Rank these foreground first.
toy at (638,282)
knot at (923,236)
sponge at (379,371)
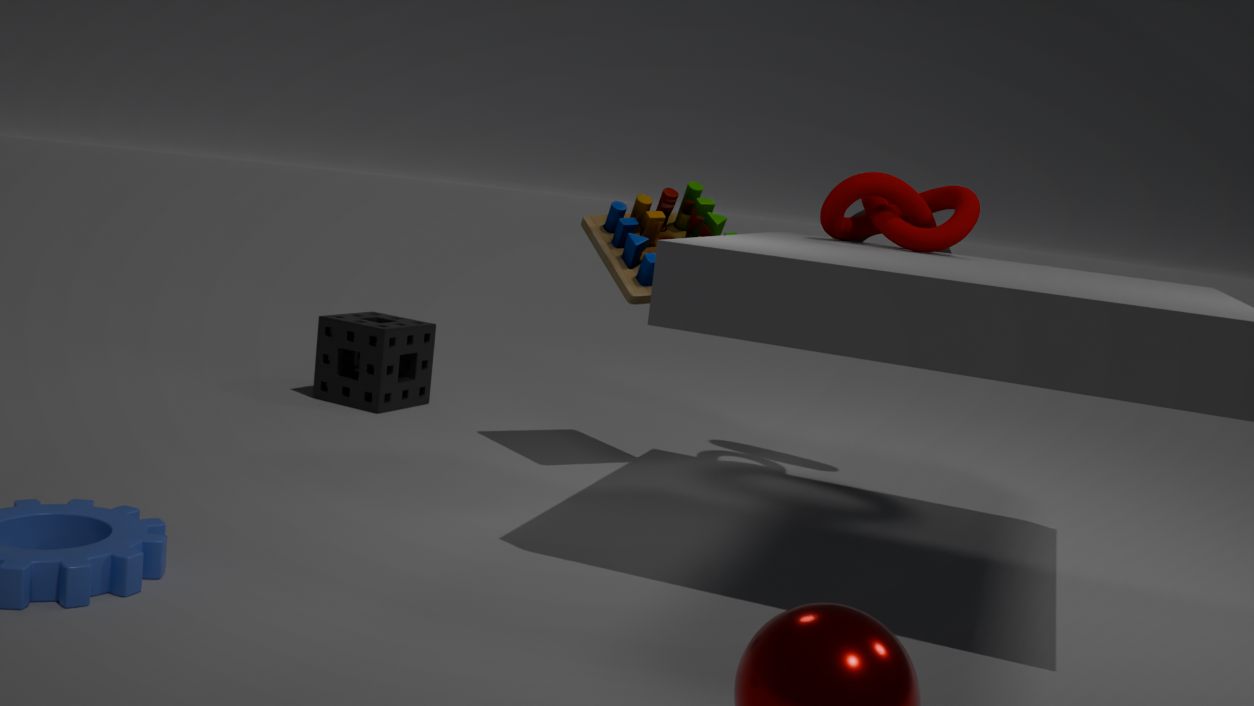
knot at (923,236) → toy at (638,282) → sponge at (379,371)
